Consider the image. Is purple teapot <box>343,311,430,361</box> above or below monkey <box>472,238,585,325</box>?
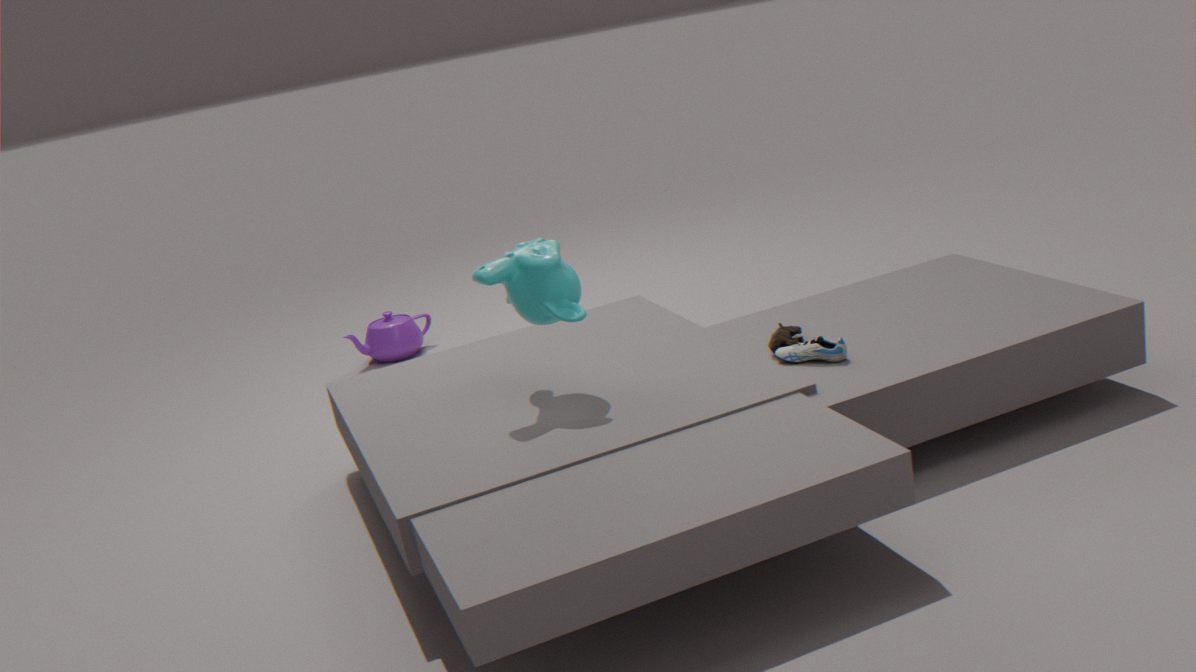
below
